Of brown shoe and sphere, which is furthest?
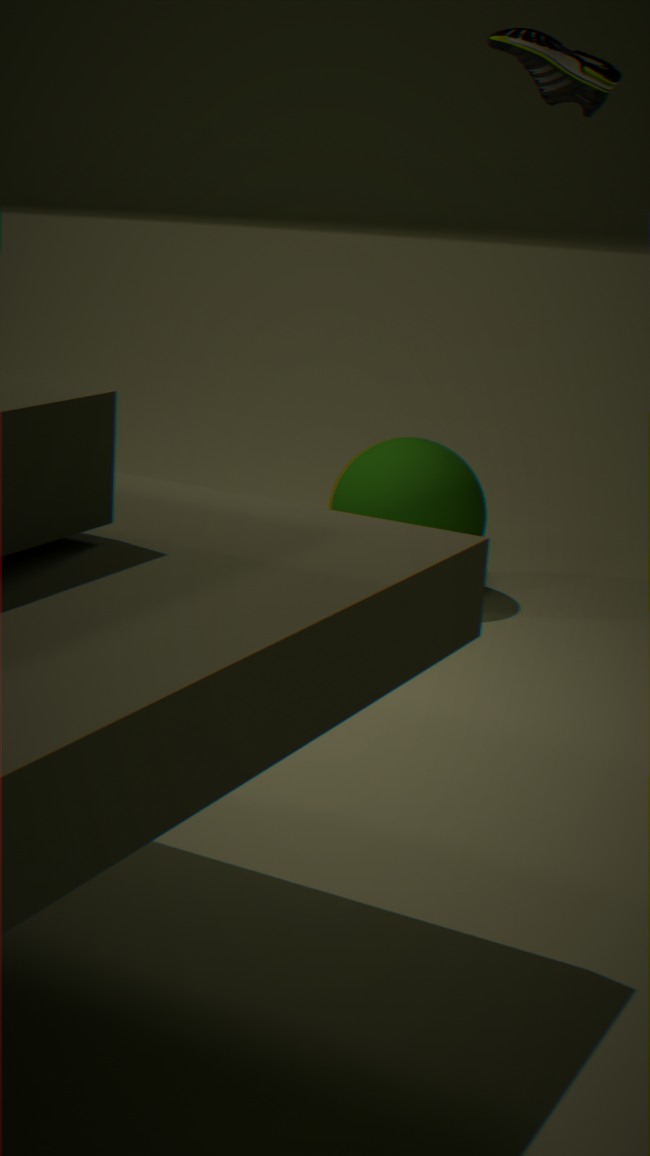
sphere
